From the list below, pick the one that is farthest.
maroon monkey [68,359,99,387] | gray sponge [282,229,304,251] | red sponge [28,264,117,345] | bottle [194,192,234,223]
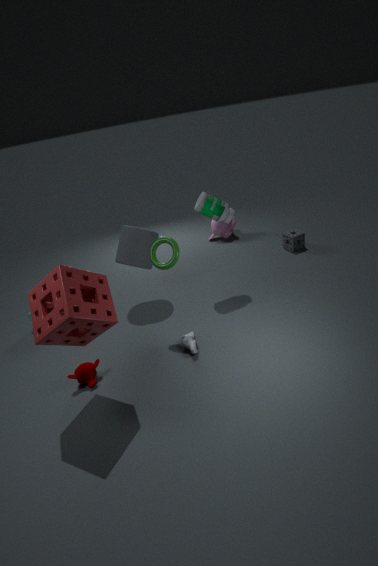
gray sponge [282,229,304,251]
